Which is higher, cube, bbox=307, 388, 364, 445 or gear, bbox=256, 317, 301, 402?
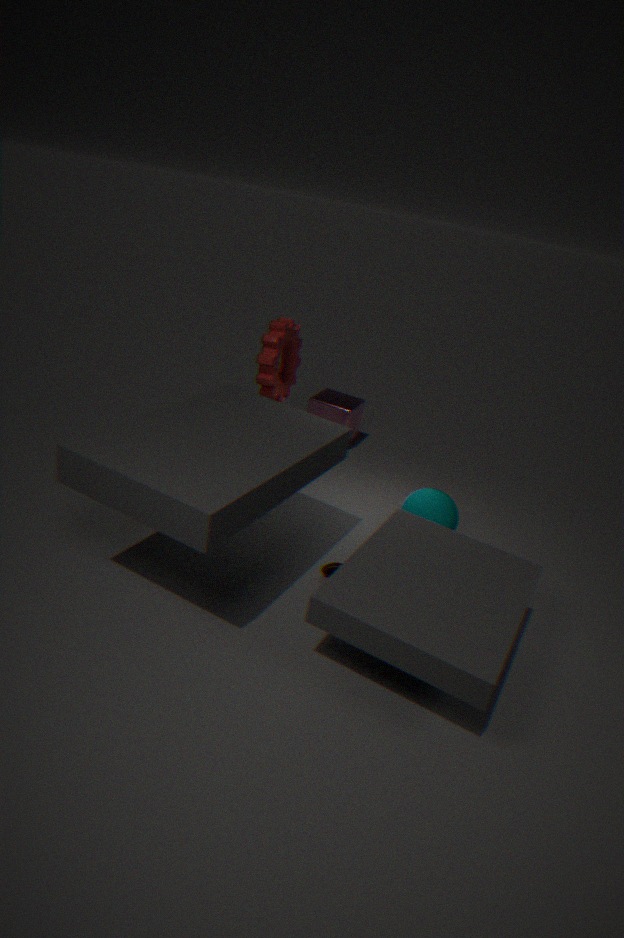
gear, bbox=256, 317, 301, 402
